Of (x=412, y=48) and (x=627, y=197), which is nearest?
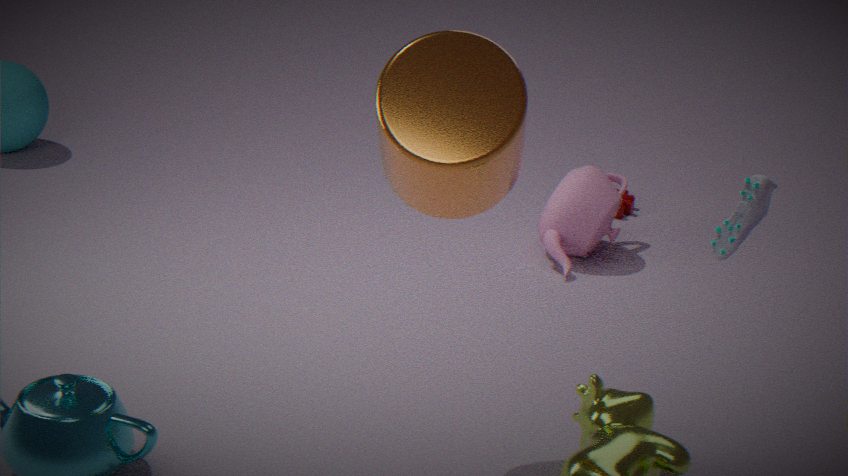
(x=412, y=48)
